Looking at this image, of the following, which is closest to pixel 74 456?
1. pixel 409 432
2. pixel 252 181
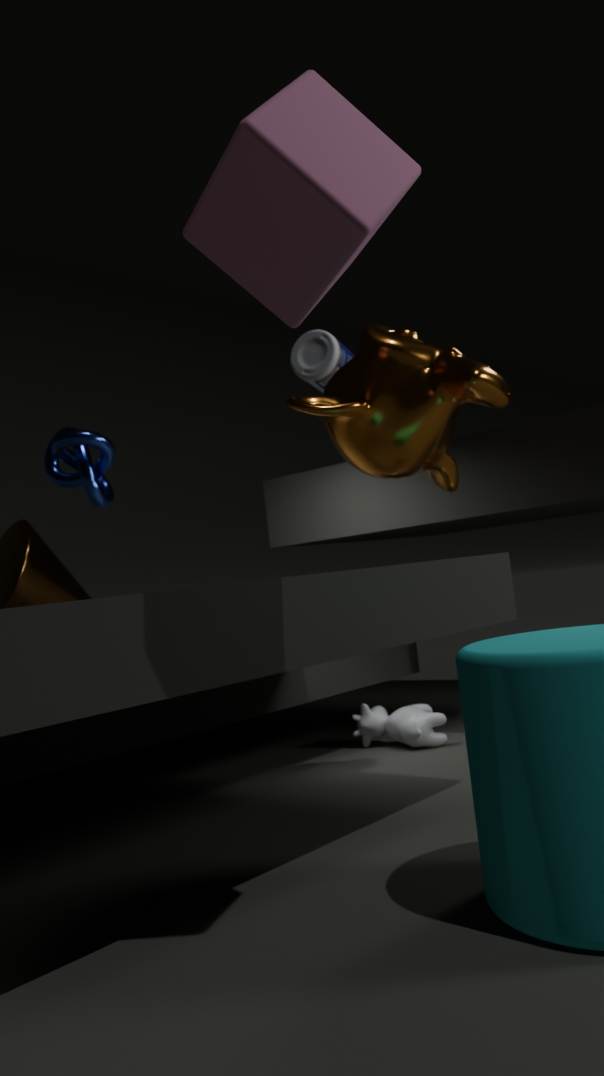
pixel 409 432
